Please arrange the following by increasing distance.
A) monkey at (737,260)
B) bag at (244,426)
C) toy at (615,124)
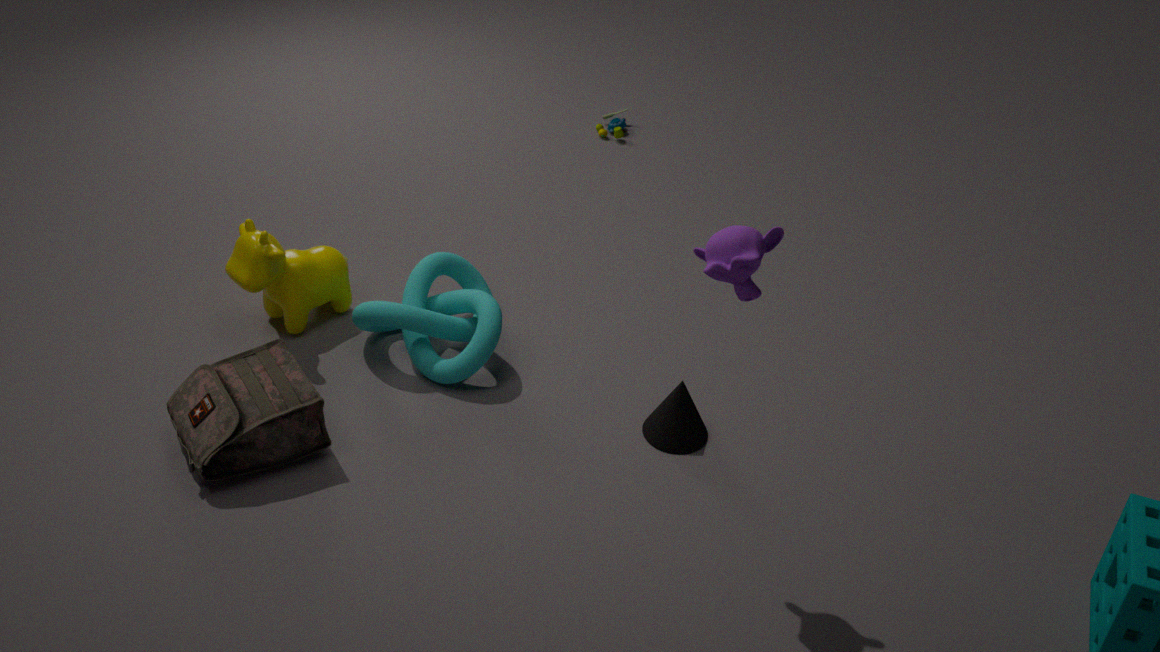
monkey at (737,260) < bag at (244,426) < toy at (615,124)
